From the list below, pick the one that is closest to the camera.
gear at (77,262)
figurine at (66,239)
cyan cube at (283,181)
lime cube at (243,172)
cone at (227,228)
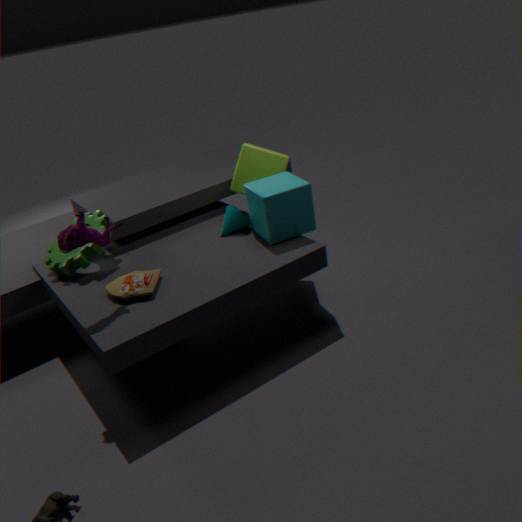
figurine at (66,239)
